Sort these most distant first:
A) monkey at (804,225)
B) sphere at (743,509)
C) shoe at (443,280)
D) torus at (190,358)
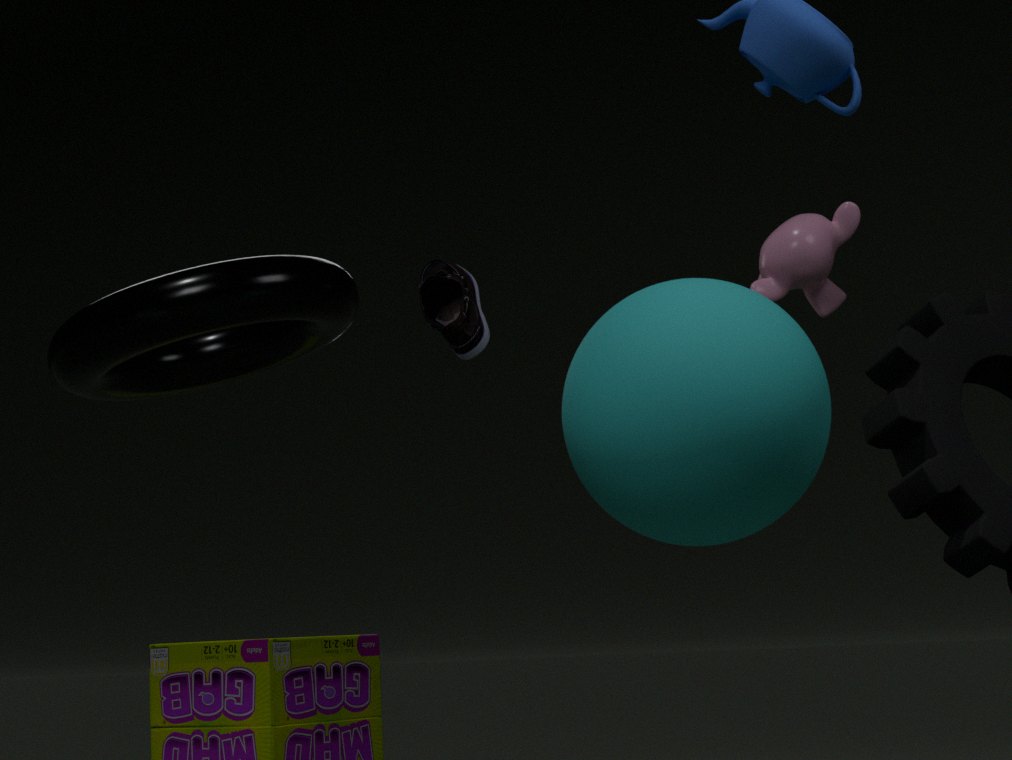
monkey at (804,225)
shoe at (443,280)
torus at (190,358)
sphere at (743,509)
